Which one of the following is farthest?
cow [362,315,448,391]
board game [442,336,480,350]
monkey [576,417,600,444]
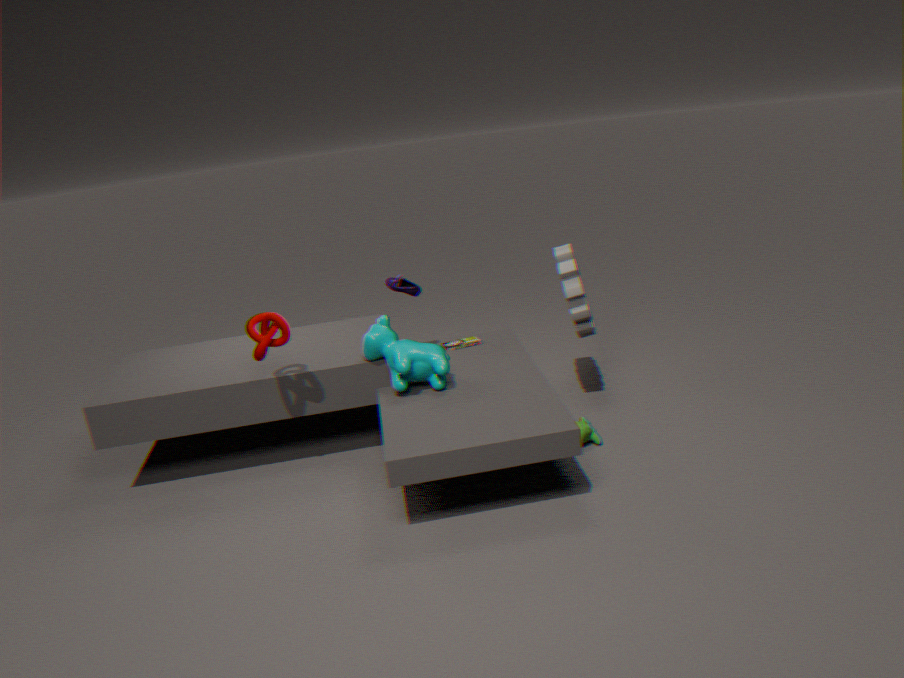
board game [442,336,480,350]
